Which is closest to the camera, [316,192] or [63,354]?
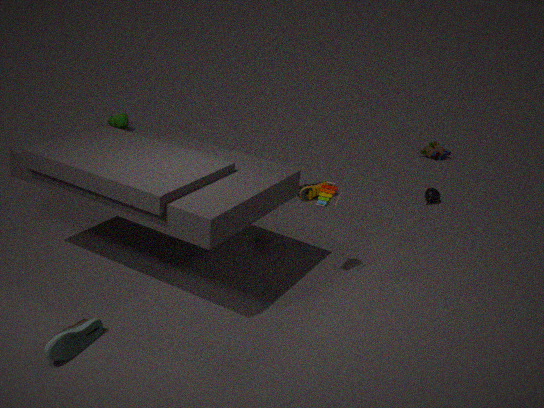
[63,354]
